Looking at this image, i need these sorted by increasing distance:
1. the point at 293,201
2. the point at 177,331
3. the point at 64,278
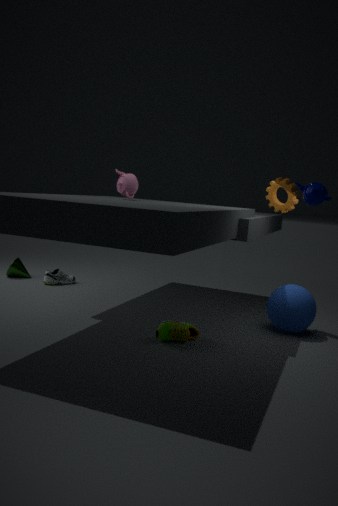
the point at 177,331
the point at 293,201
the point at 64,278
